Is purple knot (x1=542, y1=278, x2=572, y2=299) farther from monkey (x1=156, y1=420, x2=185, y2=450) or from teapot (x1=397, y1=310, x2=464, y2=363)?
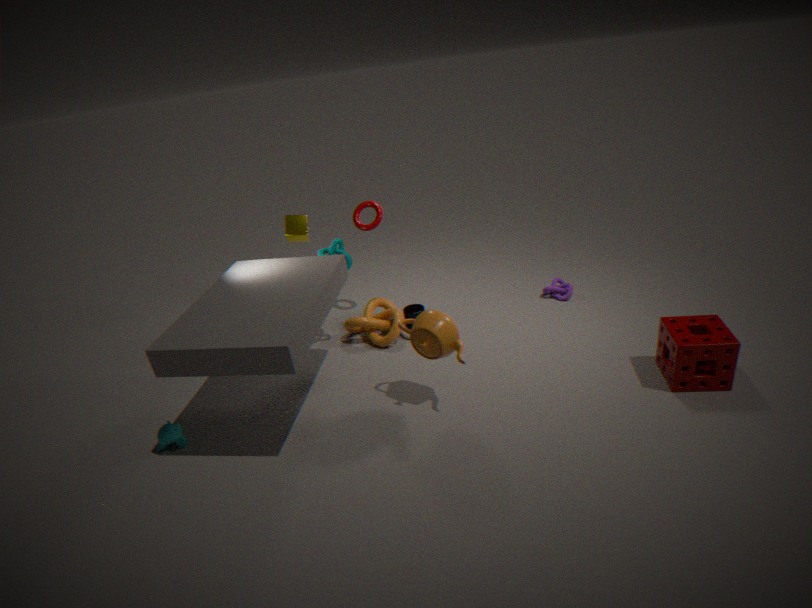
monkey (x1=156, y1=420, x2=185, y2=450)
